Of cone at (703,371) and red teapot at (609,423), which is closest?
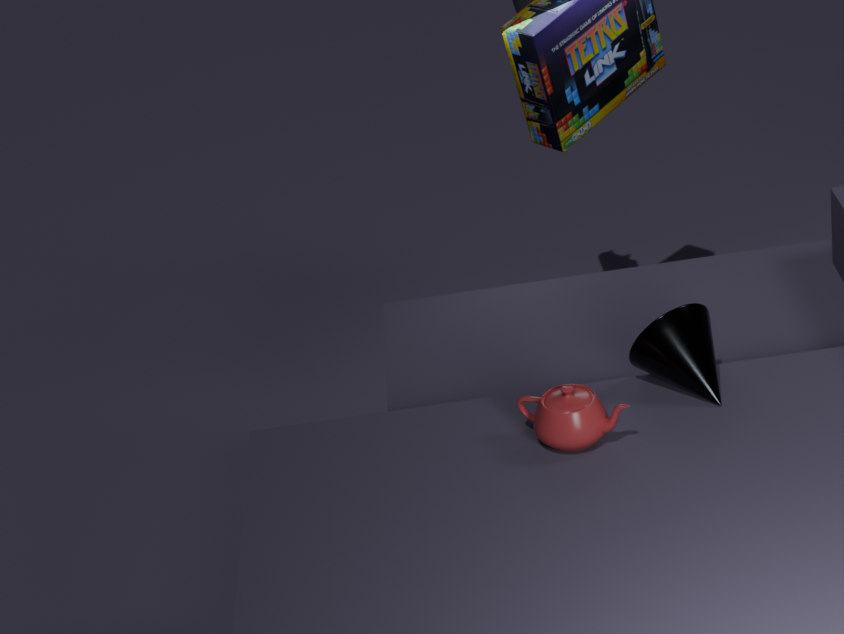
red teapot at (609,423)
